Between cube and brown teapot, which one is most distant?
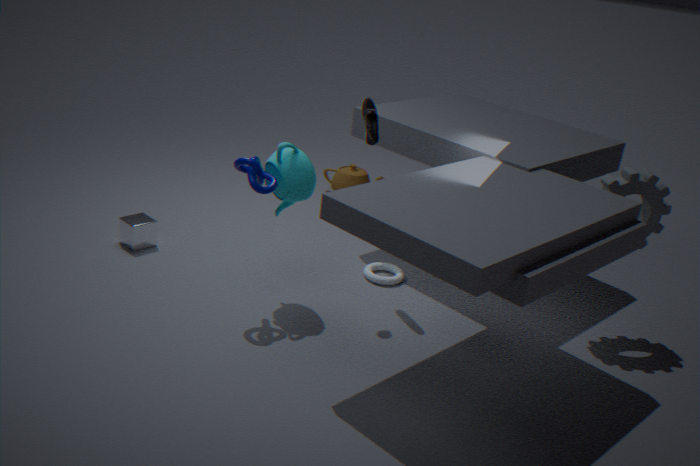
brown teapot
